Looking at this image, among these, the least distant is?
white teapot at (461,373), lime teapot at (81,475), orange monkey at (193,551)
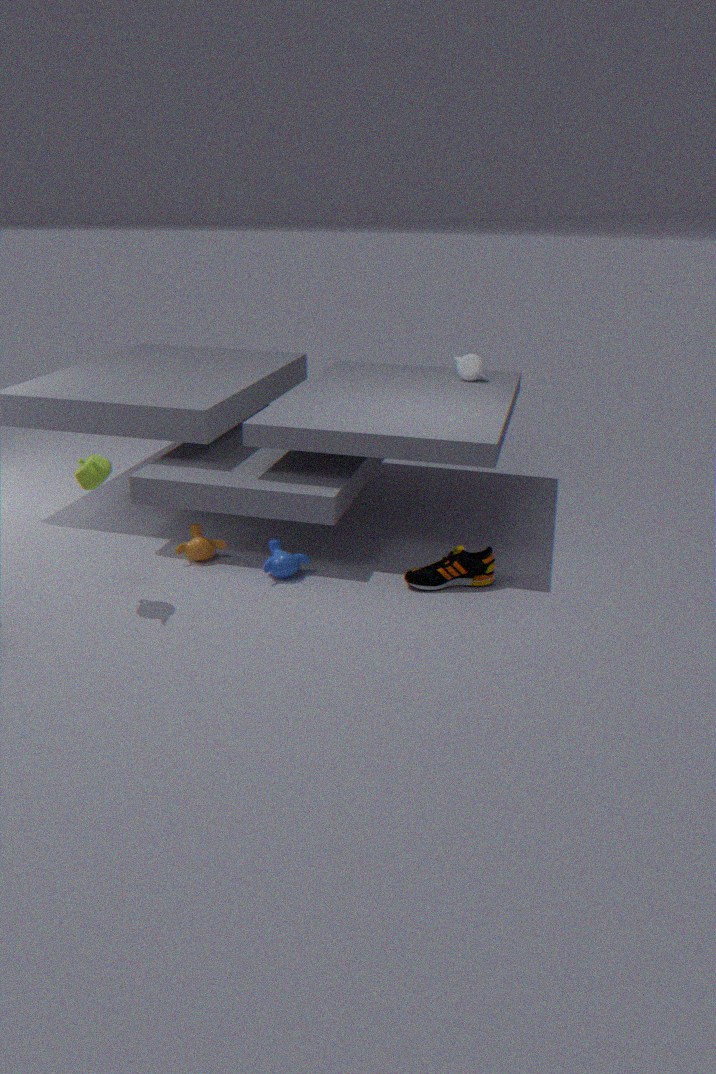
lime teapot at (81,475)
